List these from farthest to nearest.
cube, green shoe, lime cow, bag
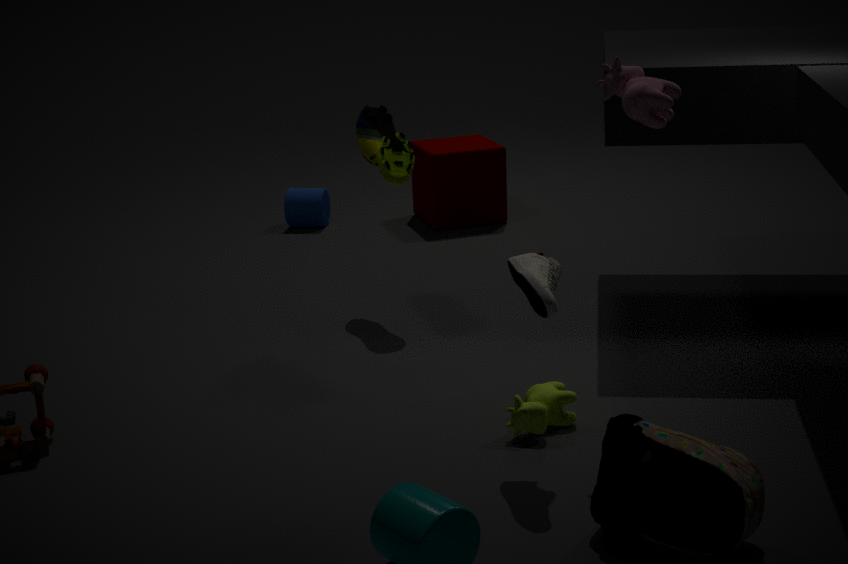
cube
green shoe
lime cow
bag
